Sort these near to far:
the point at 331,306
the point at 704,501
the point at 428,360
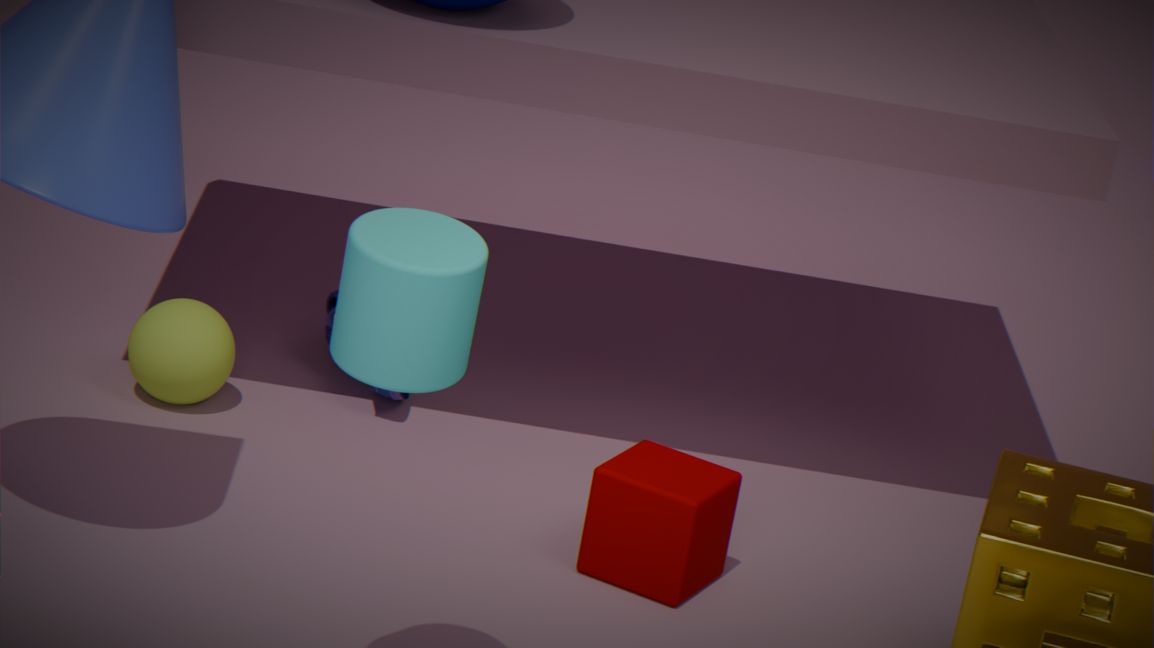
the point at 428,360
the point at 704,501
the point at 331,306
